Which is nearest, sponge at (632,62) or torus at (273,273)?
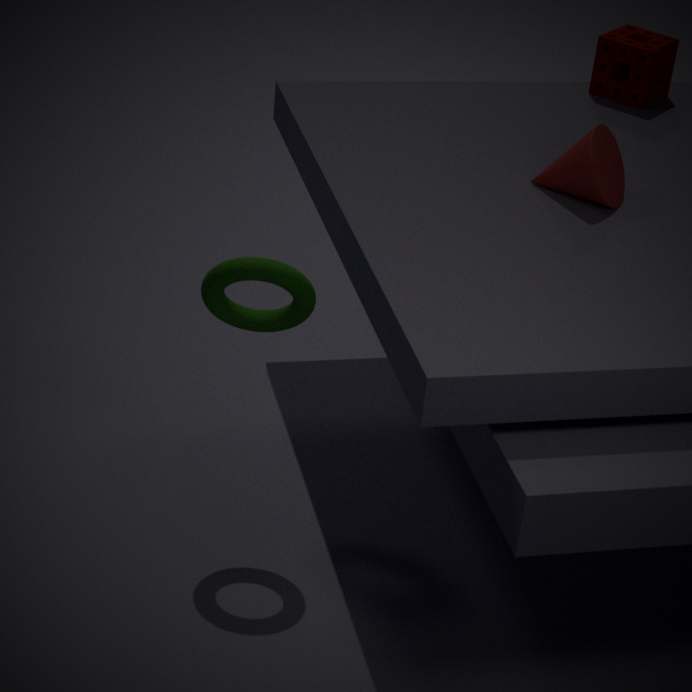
torus at (273,273)
